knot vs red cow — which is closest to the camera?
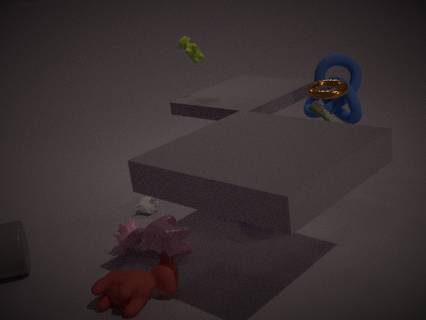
red cow
